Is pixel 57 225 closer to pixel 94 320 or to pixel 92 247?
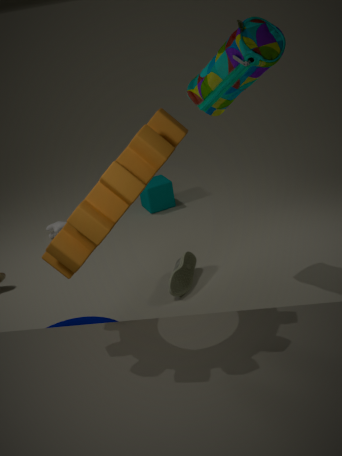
pixel 94 320
